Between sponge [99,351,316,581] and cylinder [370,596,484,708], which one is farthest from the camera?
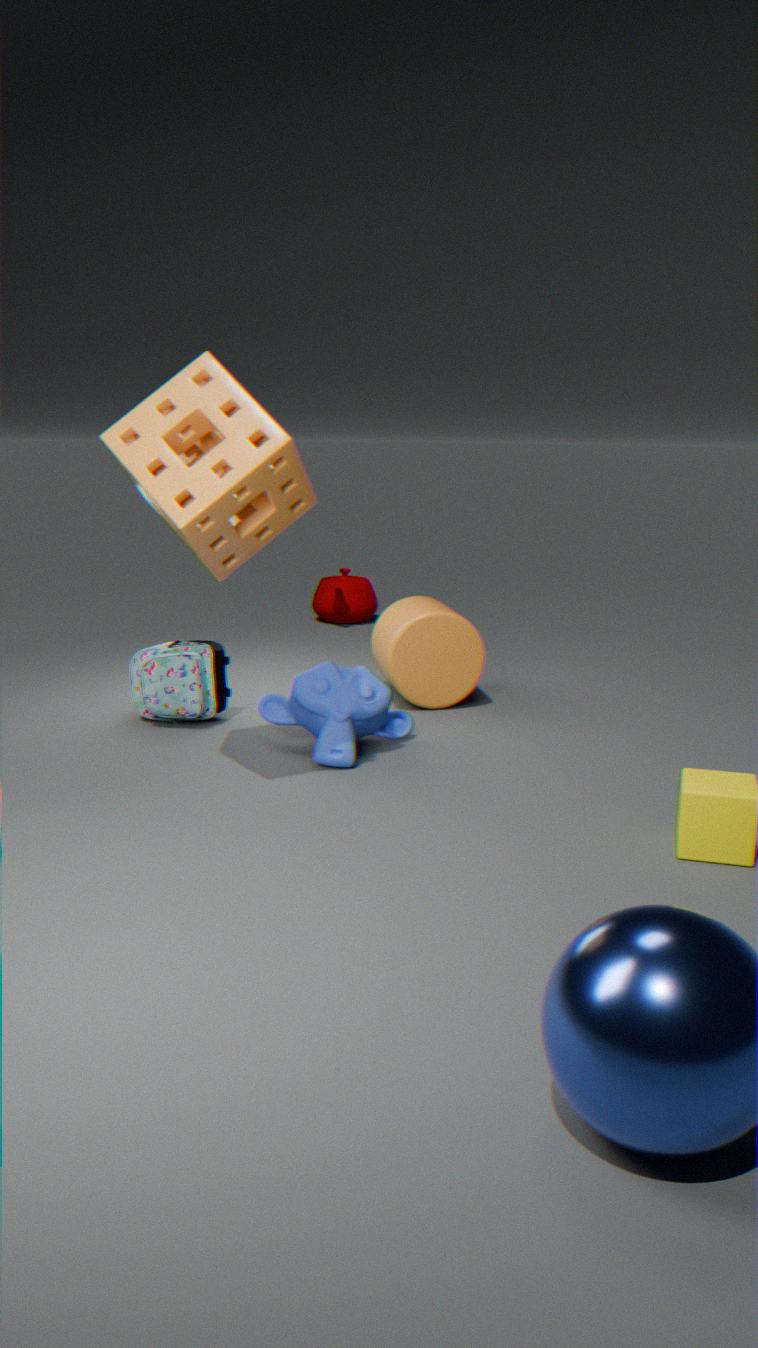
cylinder [370,596,484,708]
